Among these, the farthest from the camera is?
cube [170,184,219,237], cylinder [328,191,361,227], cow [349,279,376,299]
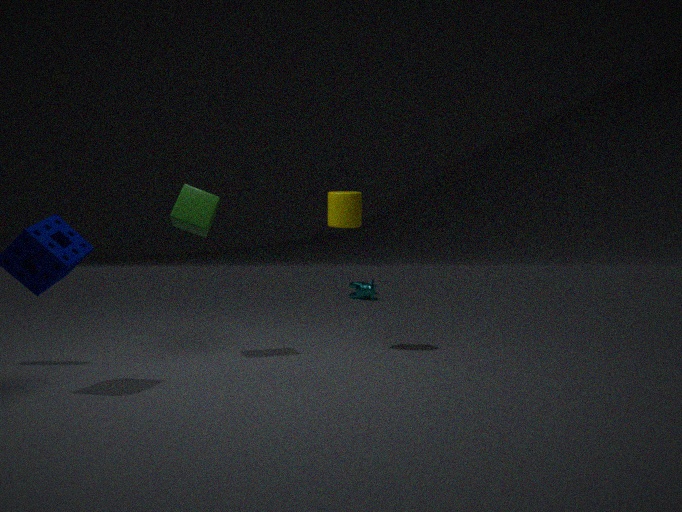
cow [349,279,376,299]
